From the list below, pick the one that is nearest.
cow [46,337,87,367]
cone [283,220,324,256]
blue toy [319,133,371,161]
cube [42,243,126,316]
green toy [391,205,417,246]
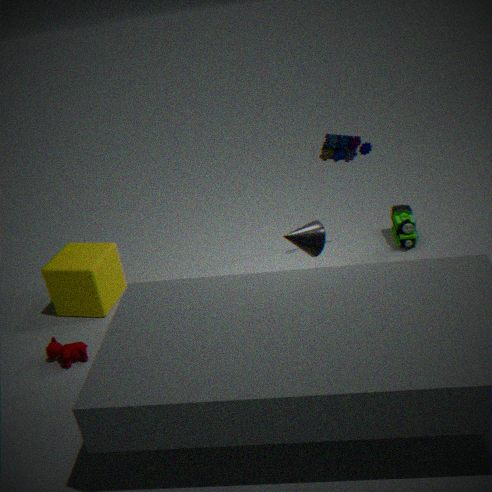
cow [46,337,87,367]
